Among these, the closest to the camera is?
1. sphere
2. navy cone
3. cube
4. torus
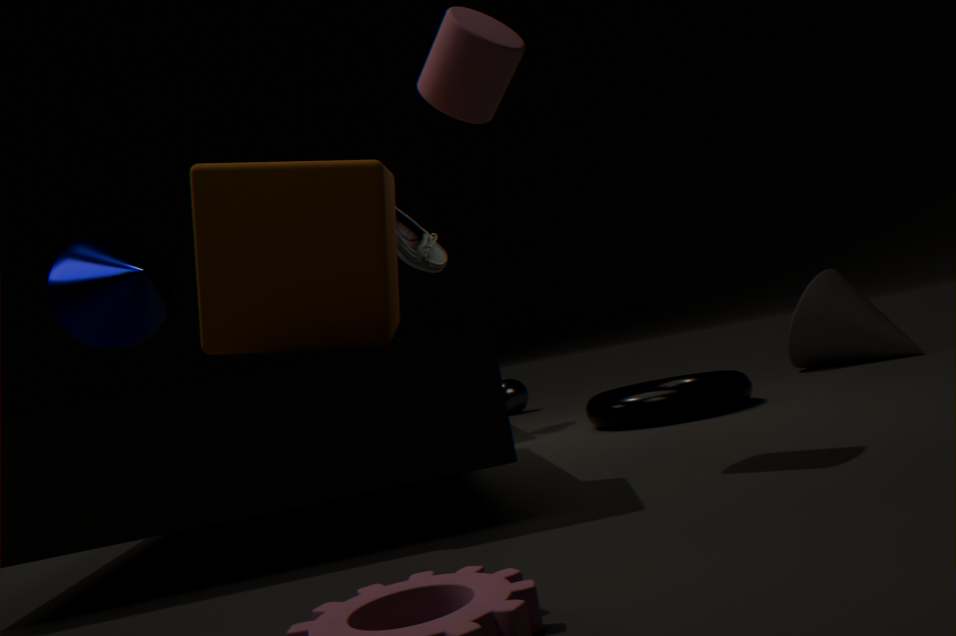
cube
